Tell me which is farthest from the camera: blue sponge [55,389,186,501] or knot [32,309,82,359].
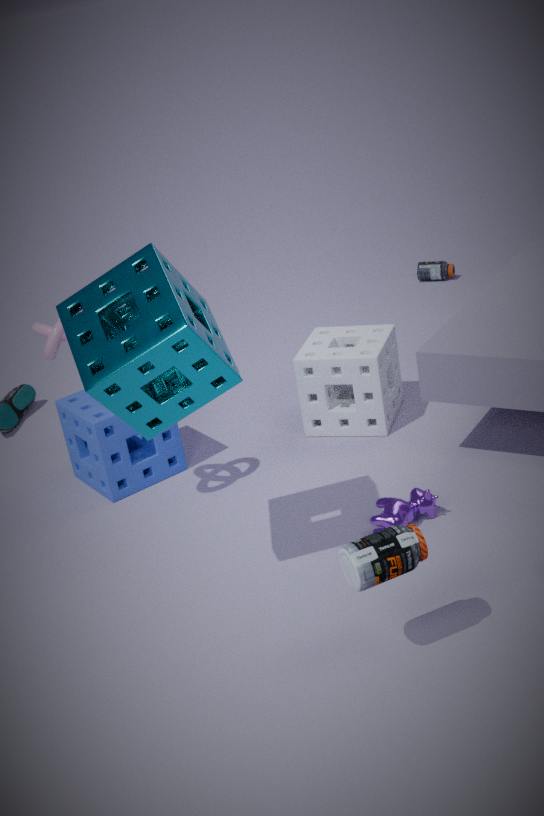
blue sponge [55,389,186,501]
